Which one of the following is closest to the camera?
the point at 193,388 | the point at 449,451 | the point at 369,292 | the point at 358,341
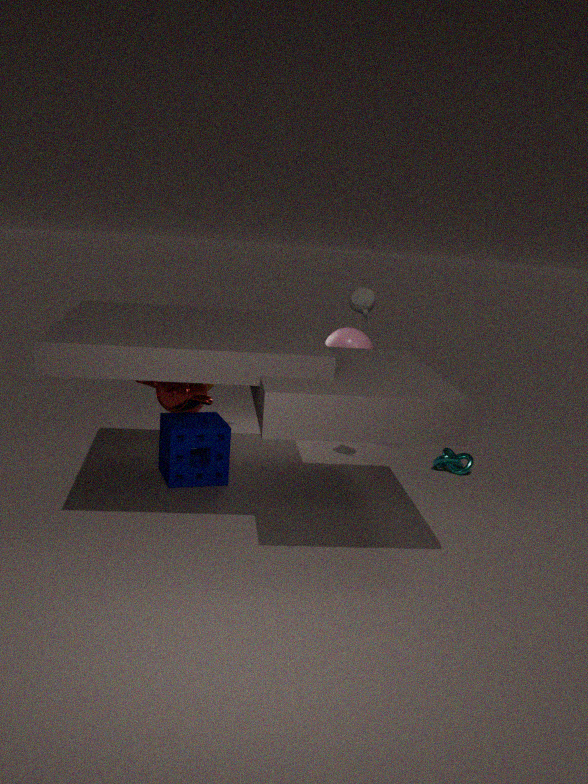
the point at 369,292
